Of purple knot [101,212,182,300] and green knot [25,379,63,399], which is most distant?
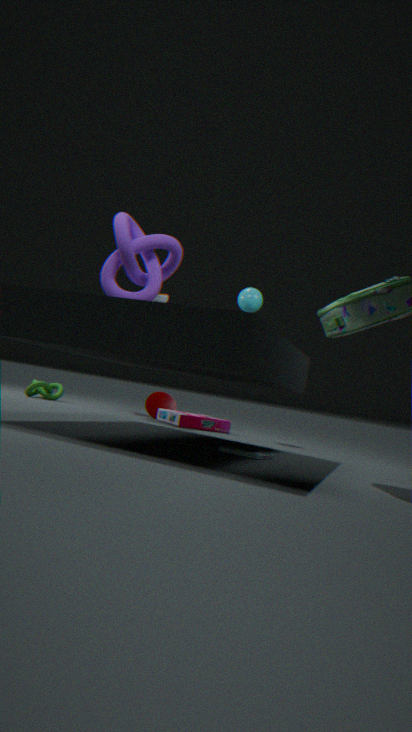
green knot [25,379,63,399]
